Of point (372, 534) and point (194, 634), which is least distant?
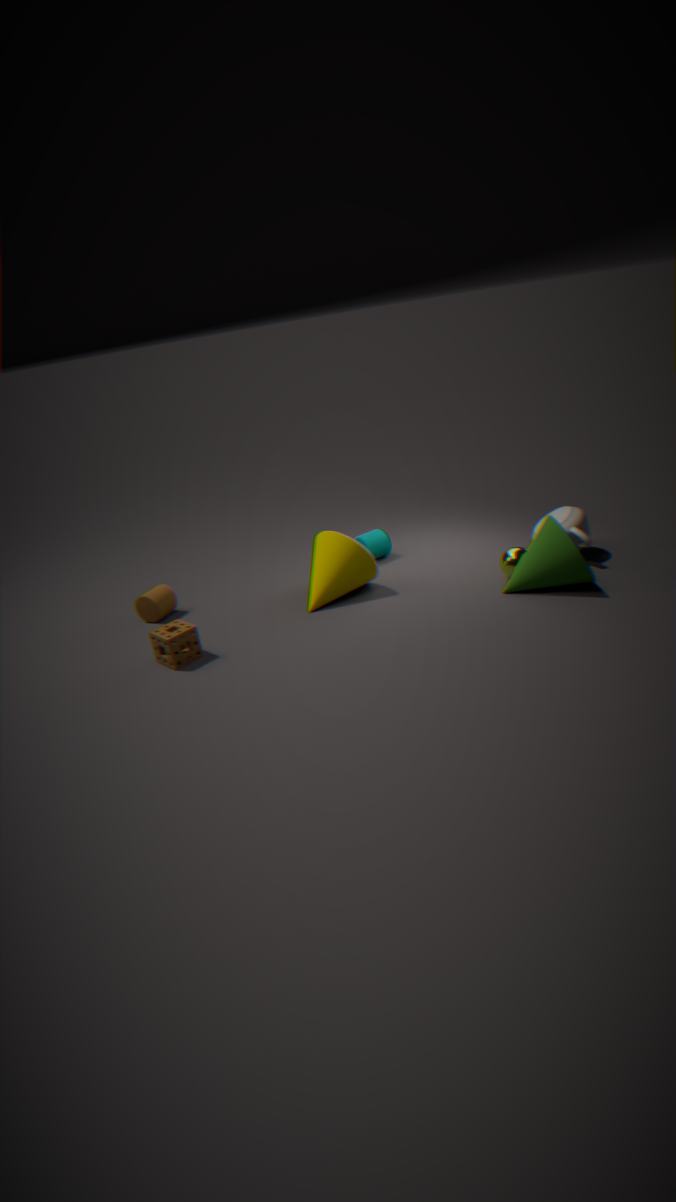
point (194, 634)
